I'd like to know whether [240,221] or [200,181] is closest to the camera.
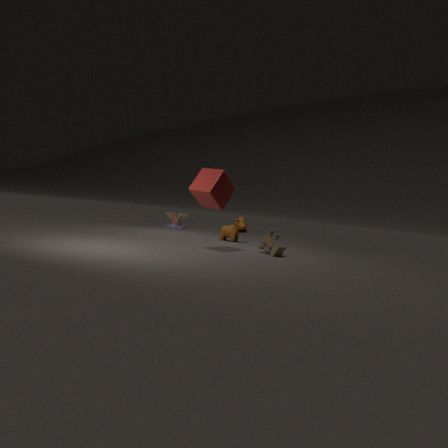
[200,181]
